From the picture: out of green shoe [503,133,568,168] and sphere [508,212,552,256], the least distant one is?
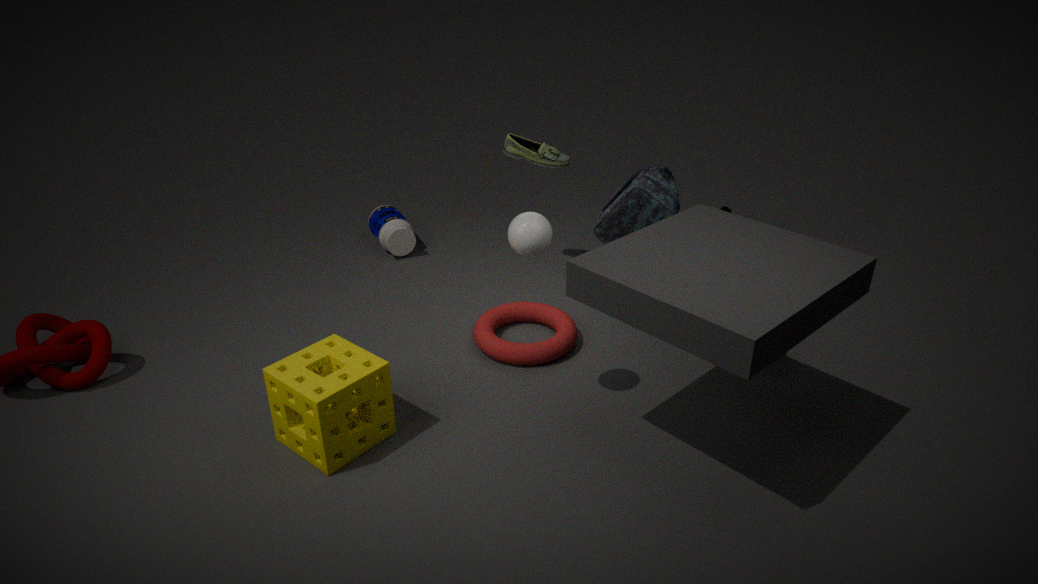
sphere [508,212,552,256]
